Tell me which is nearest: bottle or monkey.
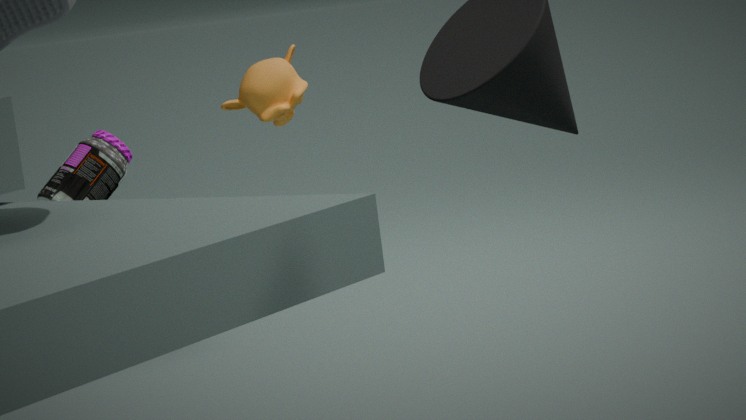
monkey
